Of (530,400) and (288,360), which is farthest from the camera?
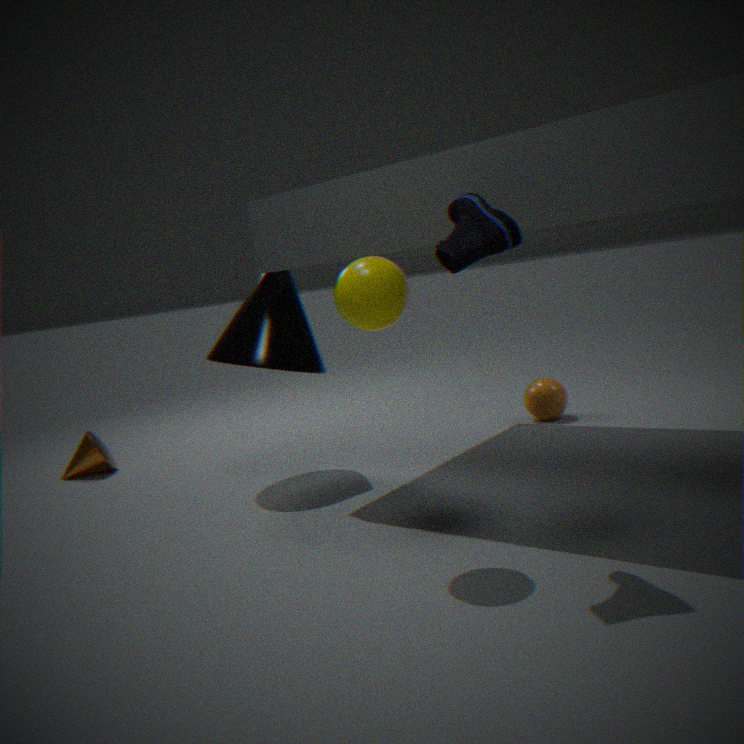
(530,400)
